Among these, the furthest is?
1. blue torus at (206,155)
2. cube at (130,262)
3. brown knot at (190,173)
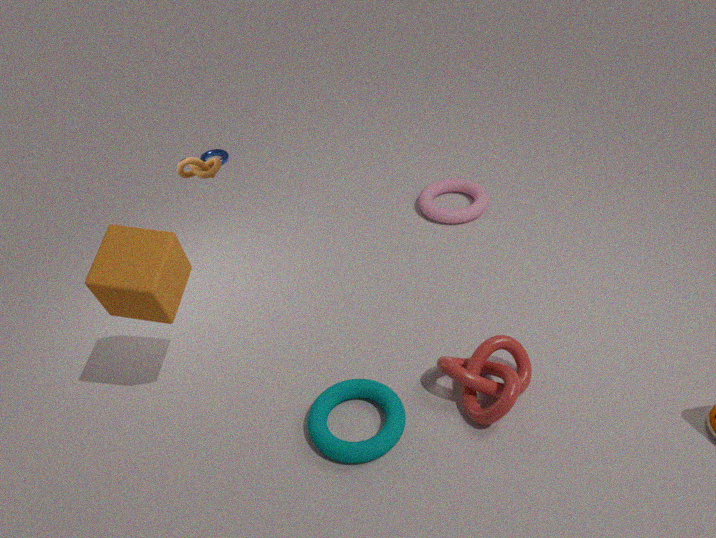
blue torus at (206,155)
